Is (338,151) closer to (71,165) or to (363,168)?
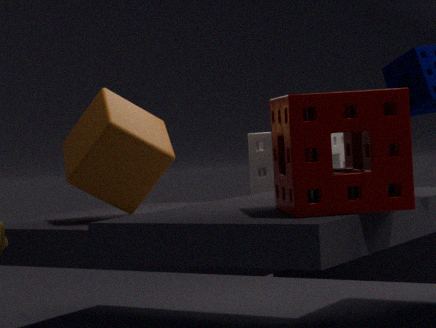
(71,165)
